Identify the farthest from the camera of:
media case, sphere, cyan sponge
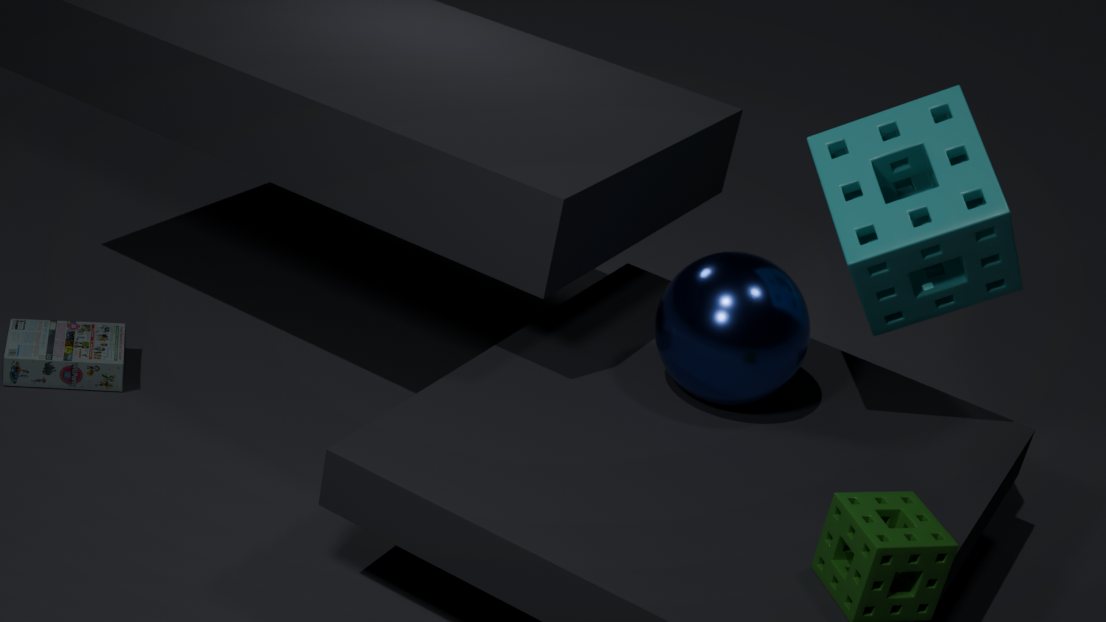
media case
